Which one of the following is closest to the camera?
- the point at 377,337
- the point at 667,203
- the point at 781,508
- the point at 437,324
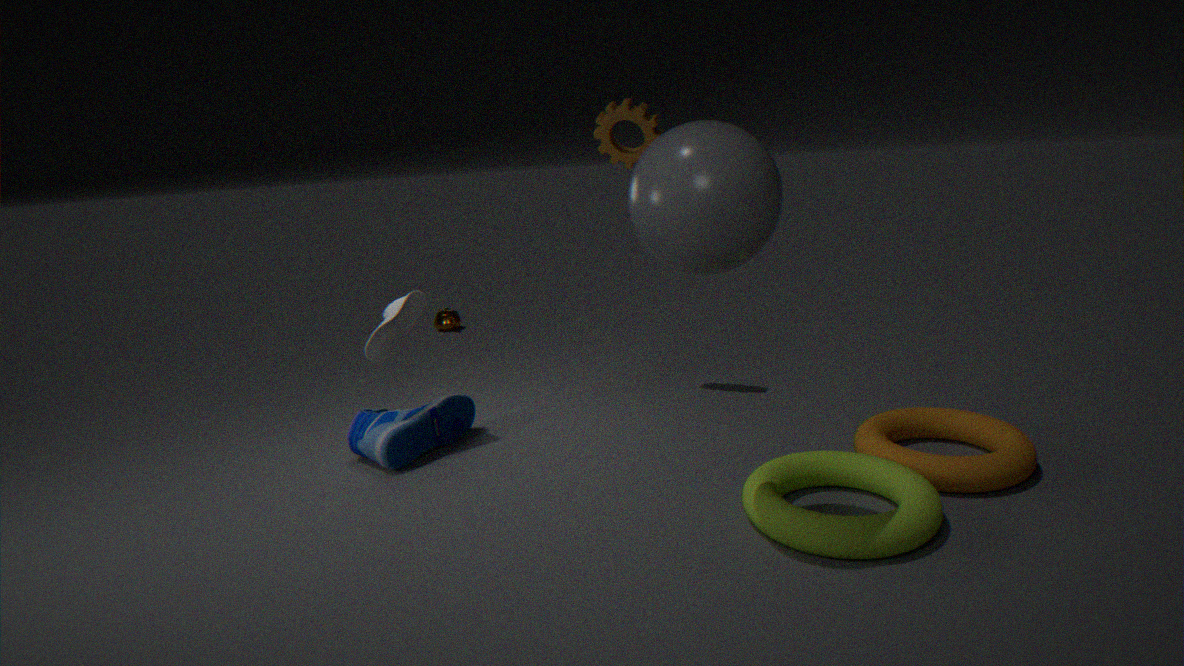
the point at 667,203
